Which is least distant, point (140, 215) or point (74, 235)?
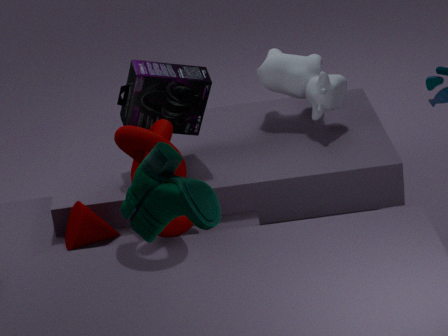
point (140, 215)
